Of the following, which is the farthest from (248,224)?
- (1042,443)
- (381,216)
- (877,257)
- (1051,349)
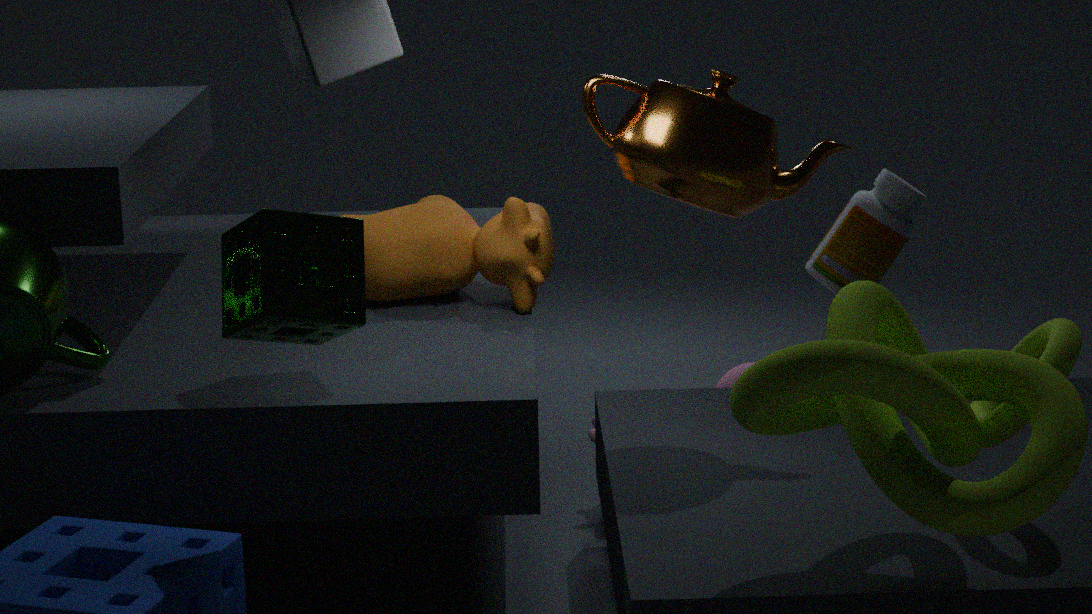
(877,257)
